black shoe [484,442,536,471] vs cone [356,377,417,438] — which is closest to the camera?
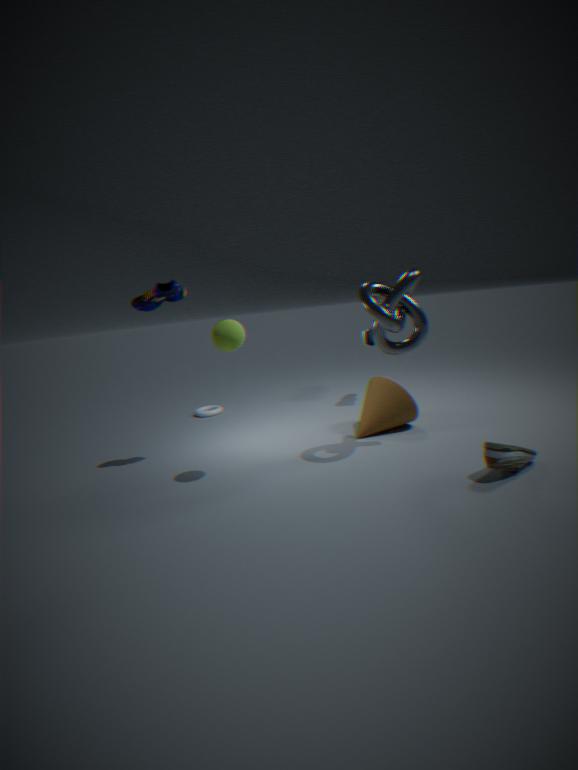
black shoe [484,442,536,471]
